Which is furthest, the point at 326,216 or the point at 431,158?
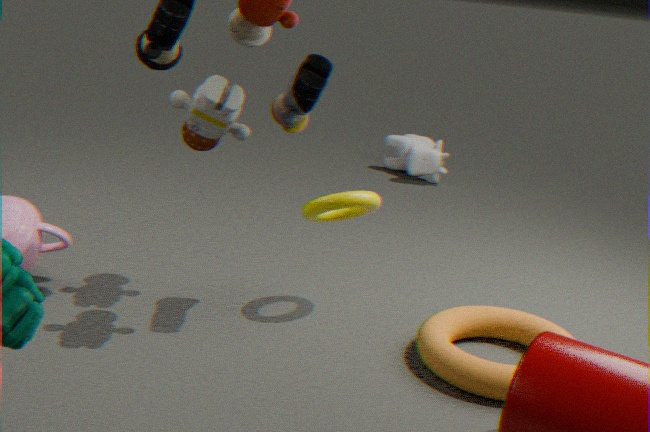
the point at 431,158
